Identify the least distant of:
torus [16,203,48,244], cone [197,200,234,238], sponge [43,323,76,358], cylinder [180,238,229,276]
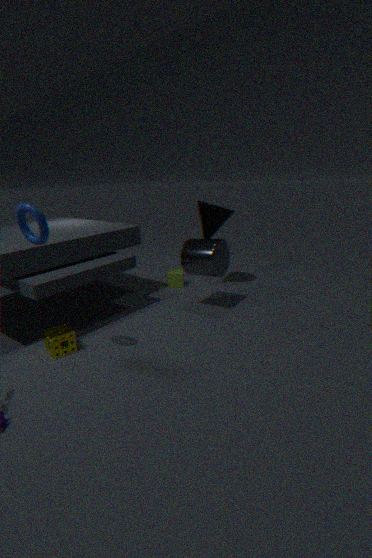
torus [16,203,48,244]
